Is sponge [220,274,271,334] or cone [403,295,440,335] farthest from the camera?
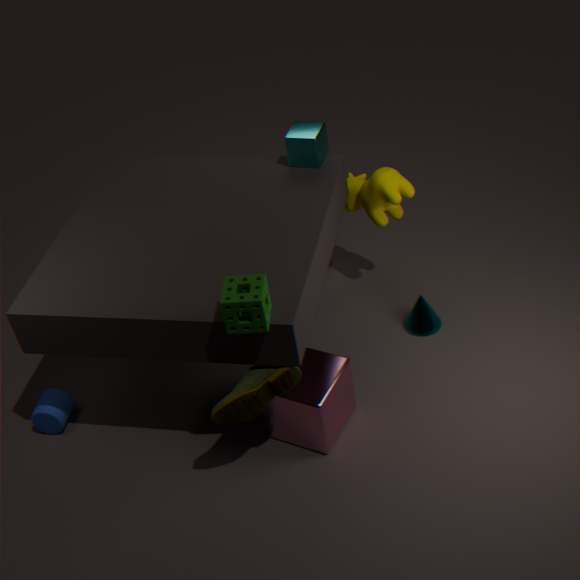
cone [403,295,440,335]
